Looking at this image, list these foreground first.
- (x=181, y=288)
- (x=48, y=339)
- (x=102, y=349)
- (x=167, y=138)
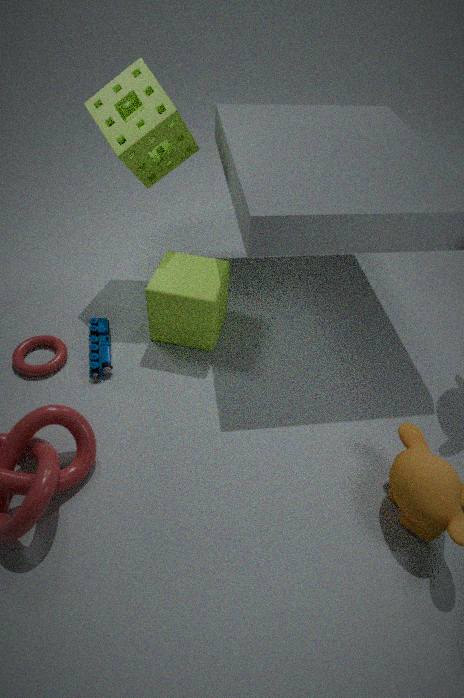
1. (x=181, y=288)
2. (x=167, y=138)
3. (x=102, y=349)
4. (x=48, y=339)
